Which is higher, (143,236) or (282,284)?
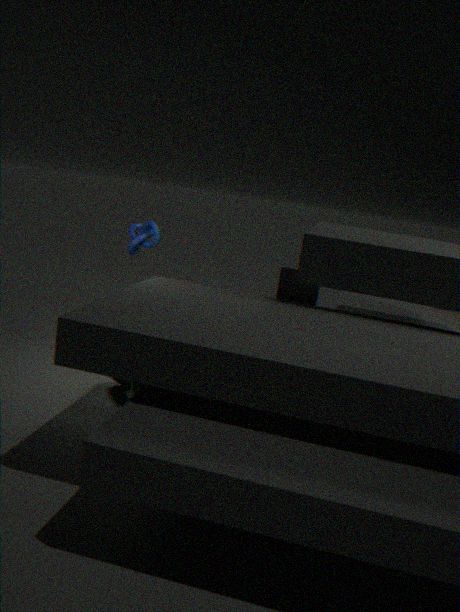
(143,236)
